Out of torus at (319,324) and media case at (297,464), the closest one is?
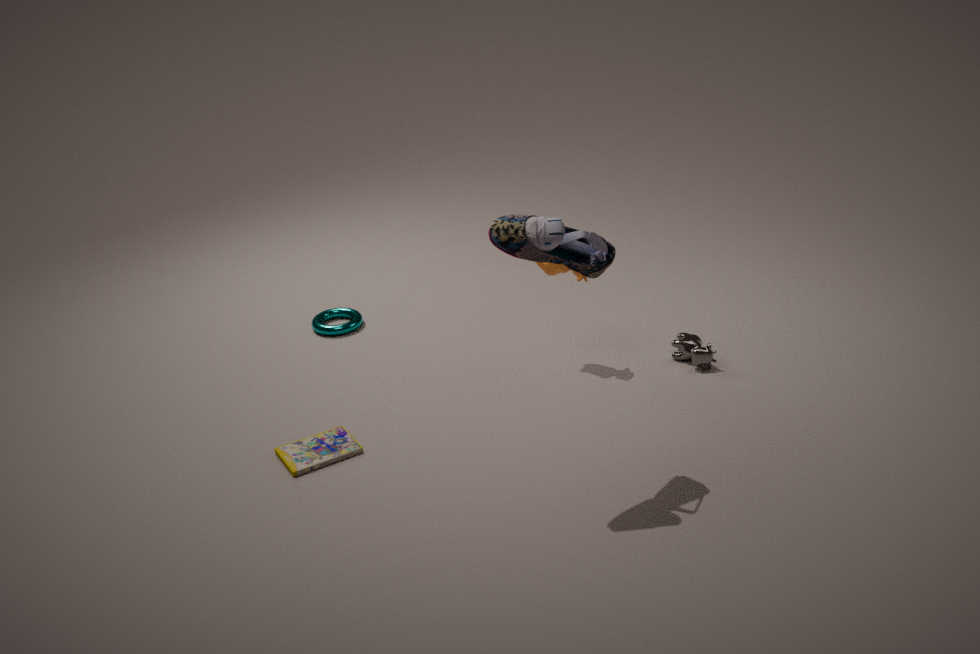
media case at (297,464)
